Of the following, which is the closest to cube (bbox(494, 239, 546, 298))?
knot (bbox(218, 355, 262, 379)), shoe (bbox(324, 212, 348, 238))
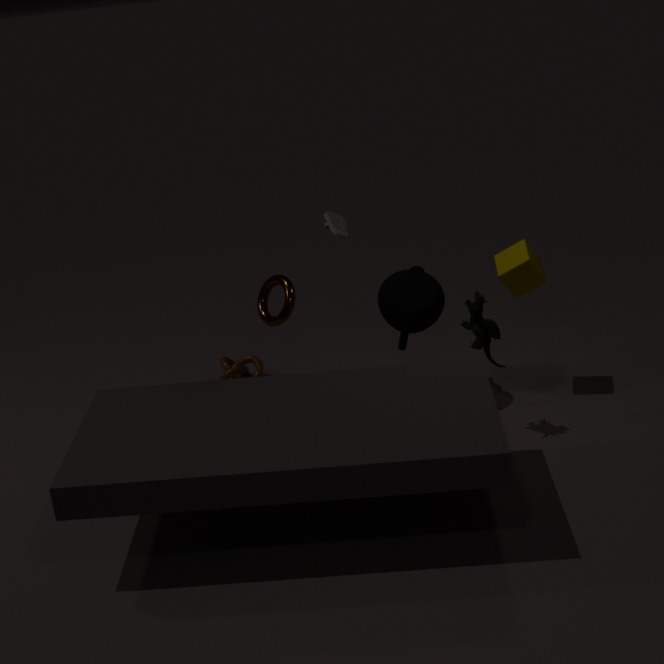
shoe (bbox(324, 212, 348, 238))
